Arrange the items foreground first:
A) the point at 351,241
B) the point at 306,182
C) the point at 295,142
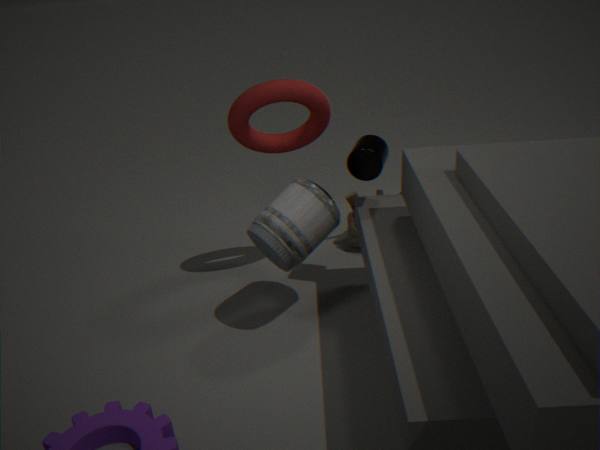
the point at 306,182
the point at 295,142
the point at 351,241
